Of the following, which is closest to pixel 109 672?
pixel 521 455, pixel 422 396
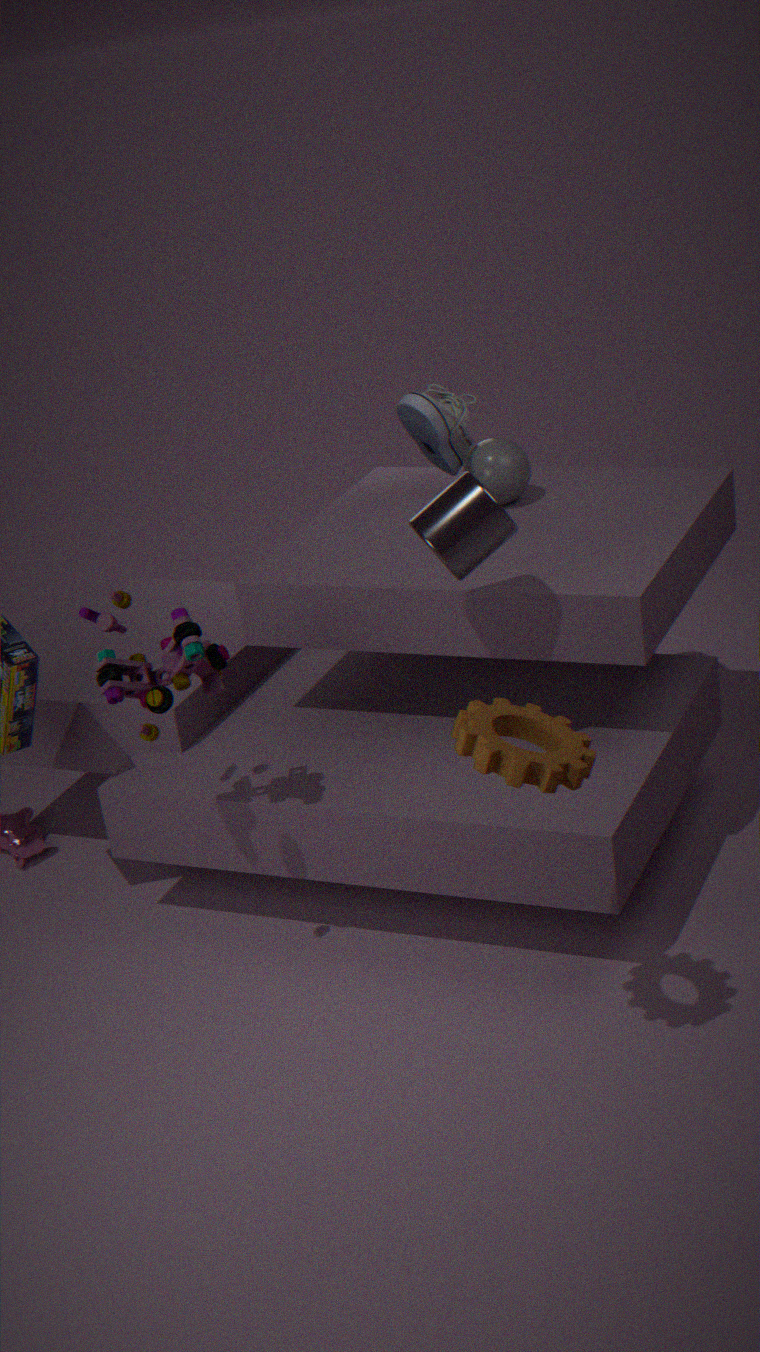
pixel 422 396
